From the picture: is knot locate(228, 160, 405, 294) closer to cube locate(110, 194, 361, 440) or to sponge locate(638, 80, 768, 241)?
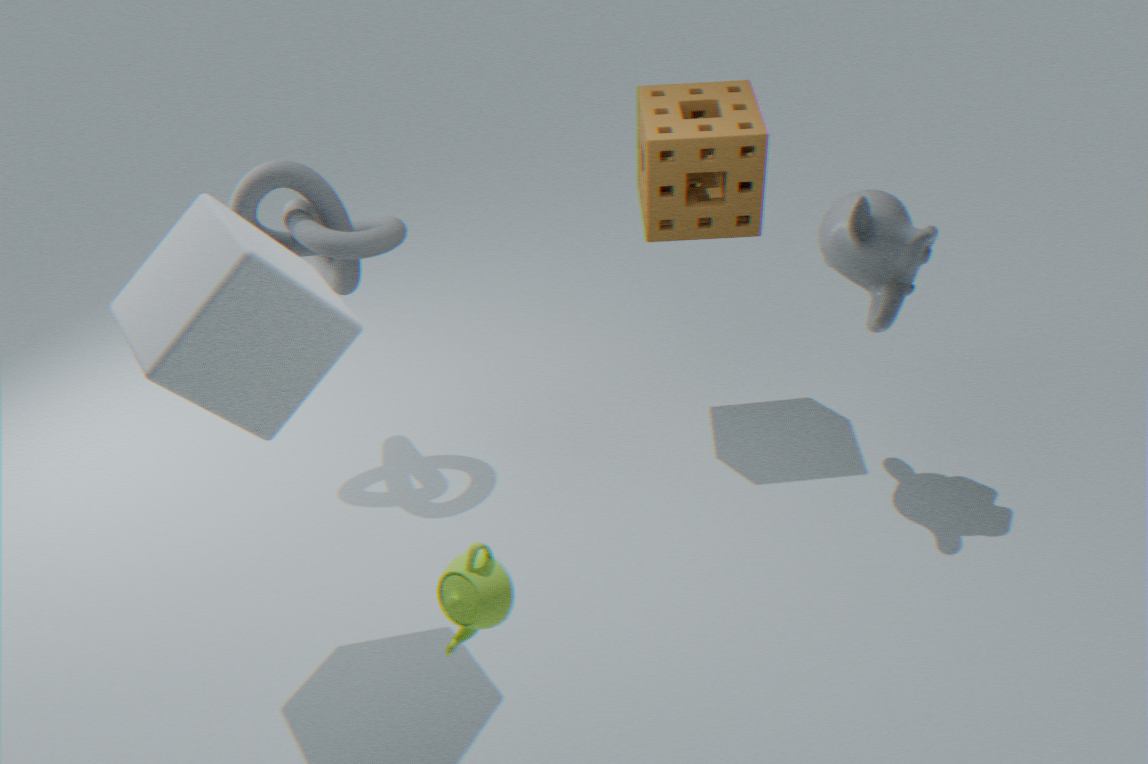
cube locate(110, 194, 361, 440)
